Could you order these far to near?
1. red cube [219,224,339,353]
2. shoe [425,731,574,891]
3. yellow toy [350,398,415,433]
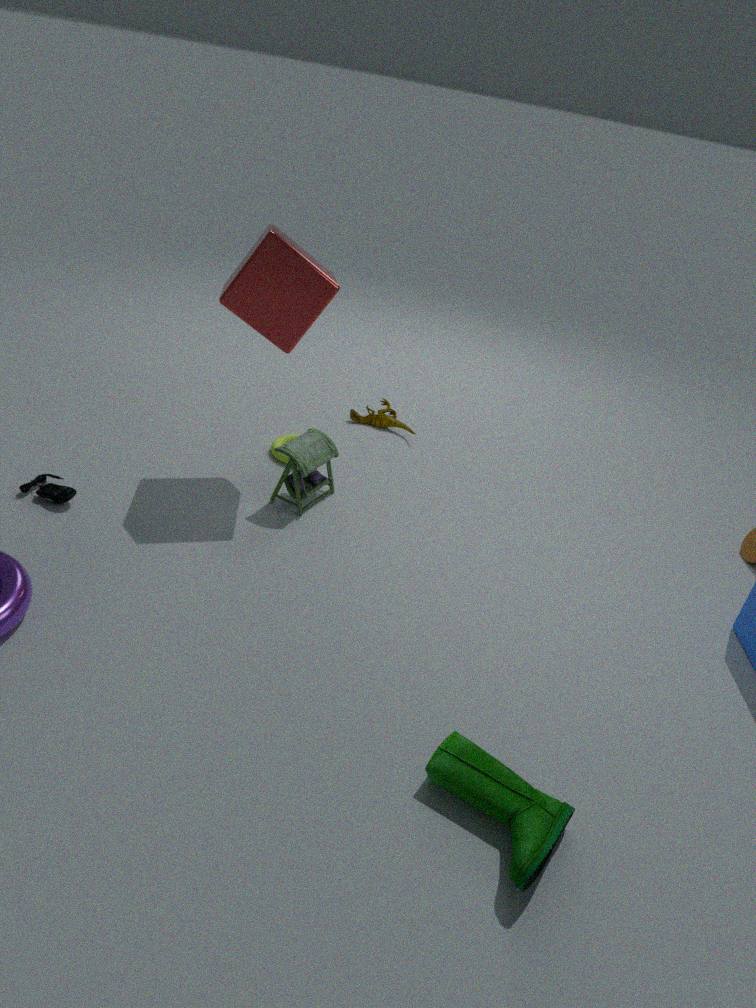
yellow toy [350,398,415,433]
red cube [219,224,339,353]
shoe [425,731,574,891]
